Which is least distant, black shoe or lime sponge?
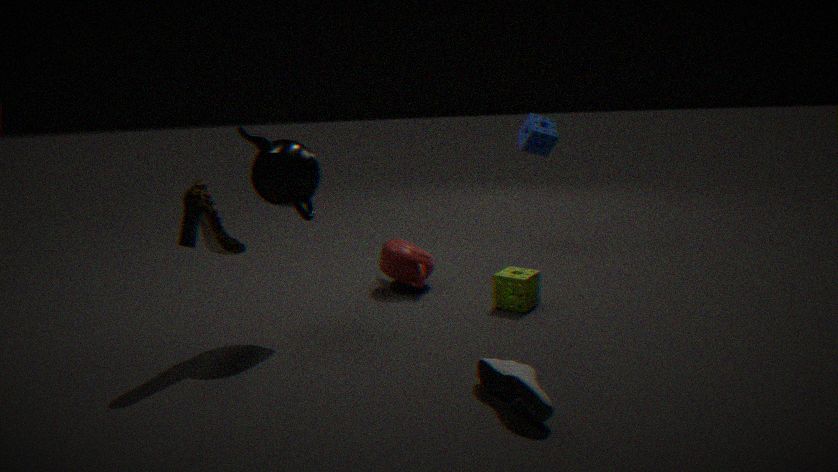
black shoe
